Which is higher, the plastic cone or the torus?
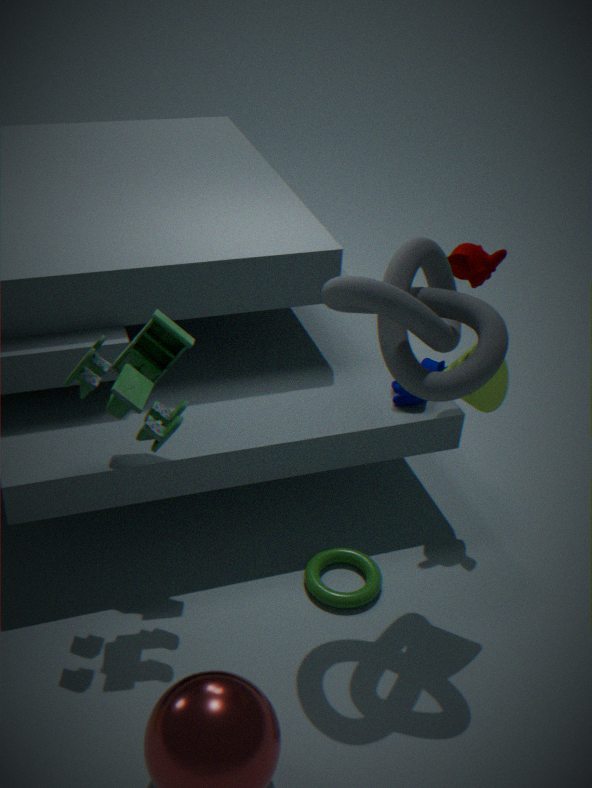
the plastic cone
